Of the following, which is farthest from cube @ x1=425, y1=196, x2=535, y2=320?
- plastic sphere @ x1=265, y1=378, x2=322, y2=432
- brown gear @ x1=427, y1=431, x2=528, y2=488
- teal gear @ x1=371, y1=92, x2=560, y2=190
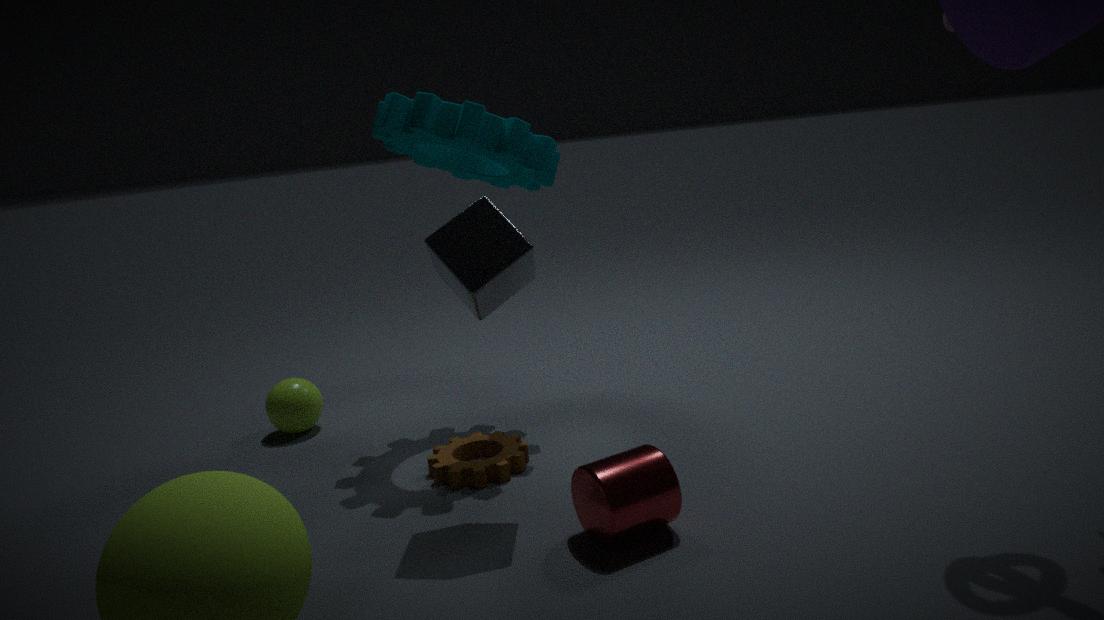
plastic sphere @ x1=265, y1=378, x2=322, y2=432
